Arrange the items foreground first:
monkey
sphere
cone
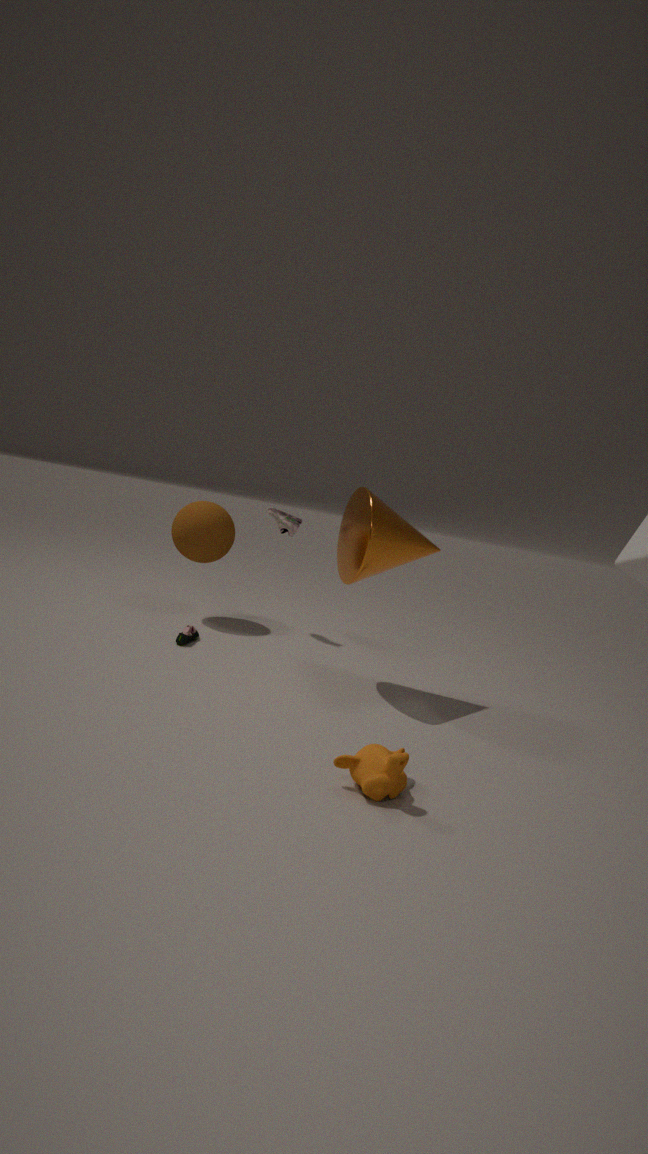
1. monkey
2. cone
3. sphere
